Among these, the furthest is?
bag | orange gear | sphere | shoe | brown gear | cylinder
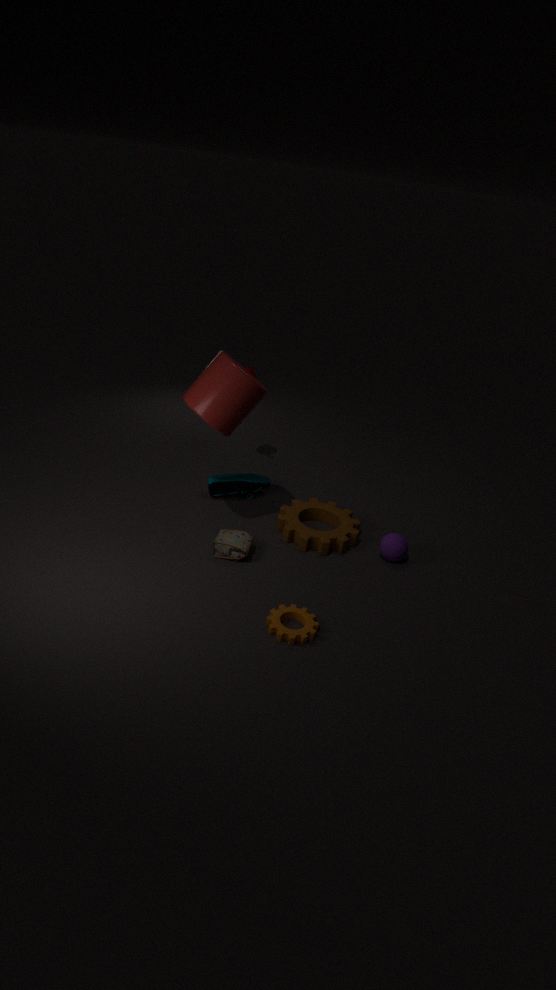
shoe
